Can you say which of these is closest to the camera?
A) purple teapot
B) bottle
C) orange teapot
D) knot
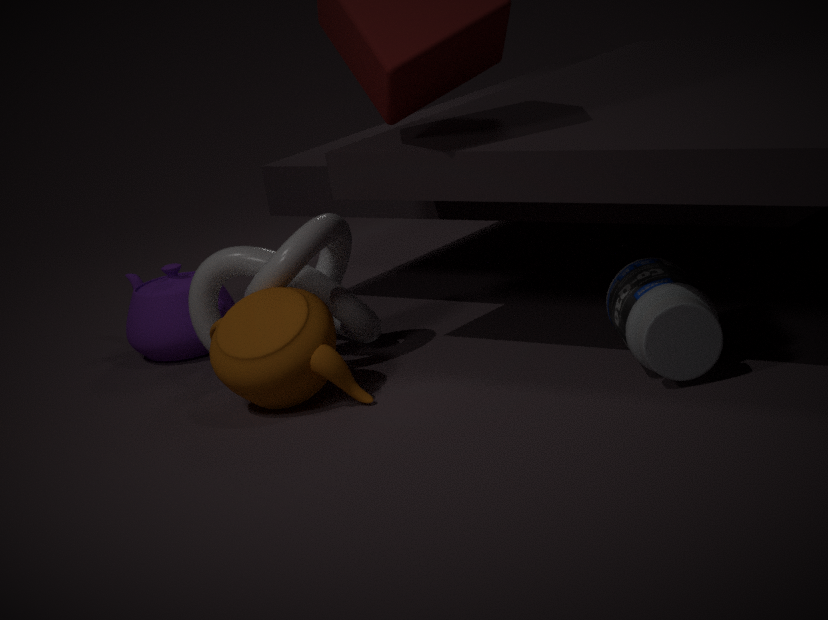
bottle
